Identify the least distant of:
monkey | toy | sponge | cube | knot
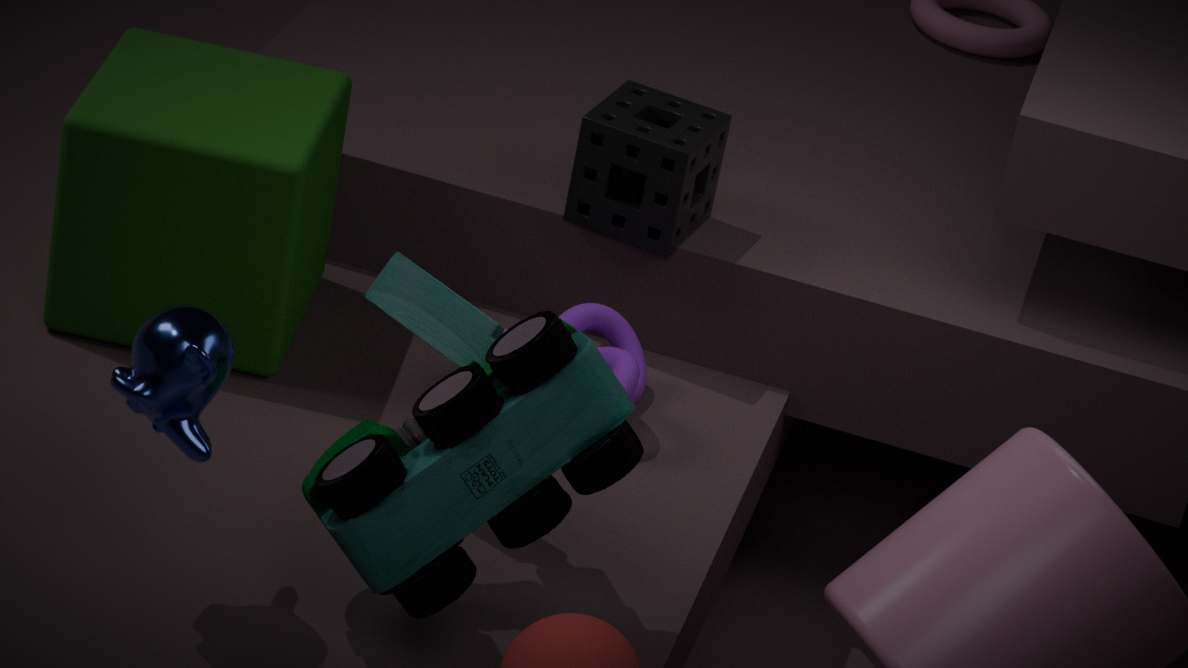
monkey
